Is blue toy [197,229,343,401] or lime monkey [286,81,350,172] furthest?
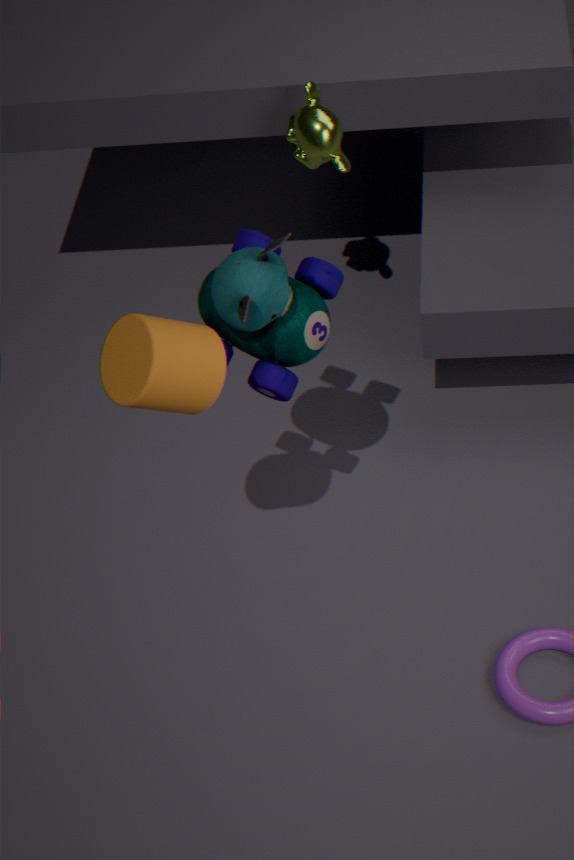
lime monkey [286,81,350,172]
